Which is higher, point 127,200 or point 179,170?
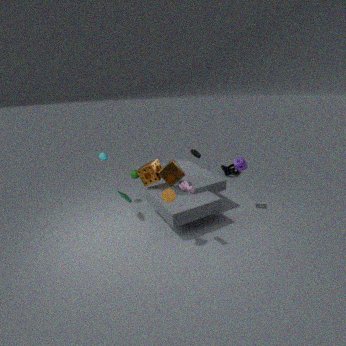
point 179,170
